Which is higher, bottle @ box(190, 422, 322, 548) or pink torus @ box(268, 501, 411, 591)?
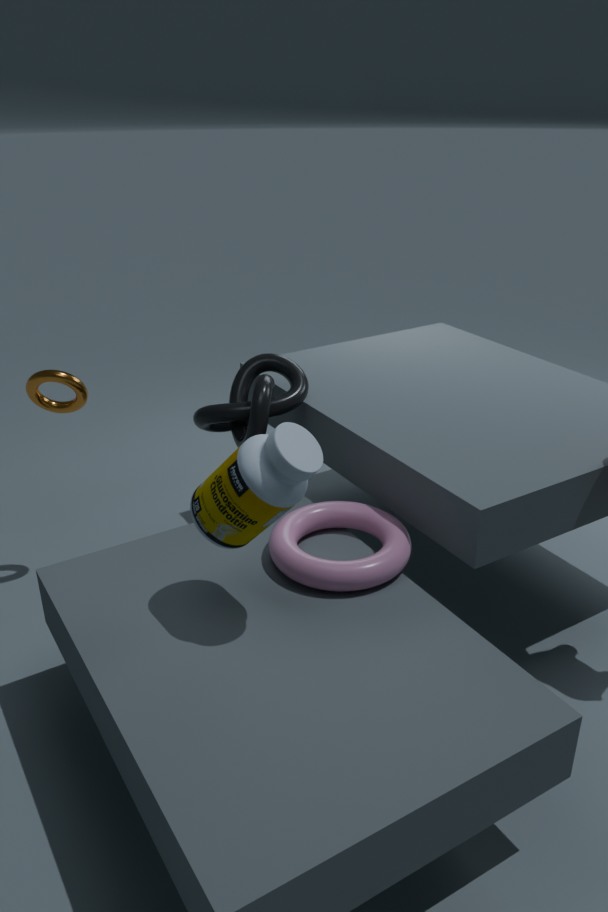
bottle @ box(190, 422, 322, 548)
